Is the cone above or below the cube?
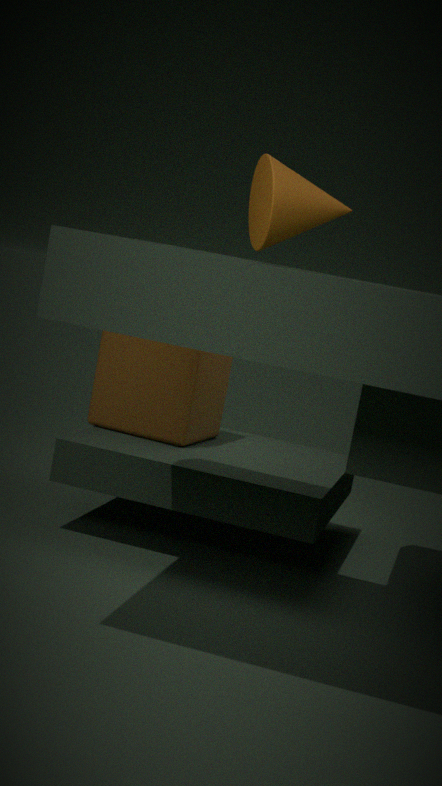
above
